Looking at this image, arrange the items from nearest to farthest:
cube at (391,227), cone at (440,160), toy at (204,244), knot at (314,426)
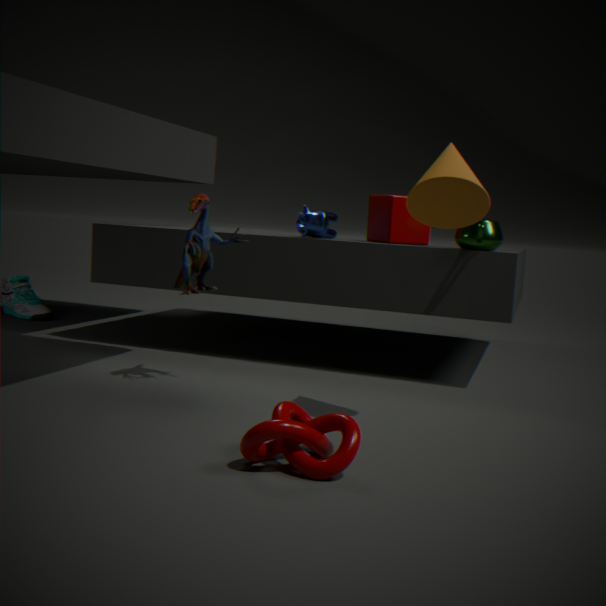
knot at (314,426) < cone at (440,160) < toy at (204,244) < cube at (391,227)
